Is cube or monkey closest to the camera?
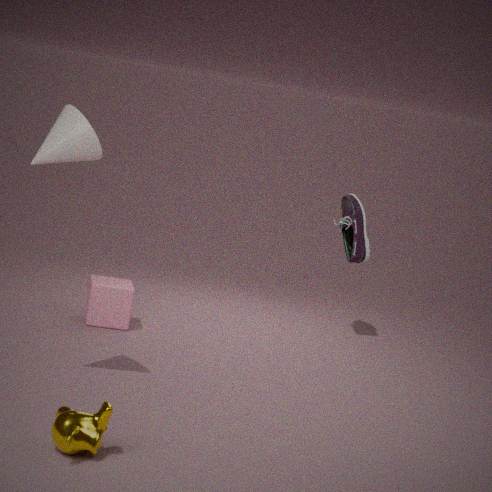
monkey
